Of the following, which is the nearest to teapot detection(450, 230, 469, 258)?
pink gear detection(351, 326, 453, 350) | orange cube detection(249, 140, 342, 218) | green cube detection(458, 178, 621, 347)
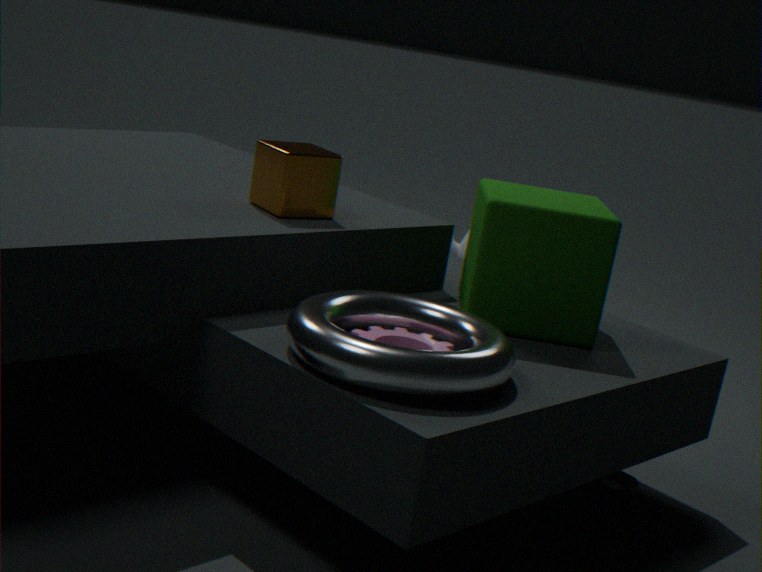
green cube detection(458, 178, 621, 347)
